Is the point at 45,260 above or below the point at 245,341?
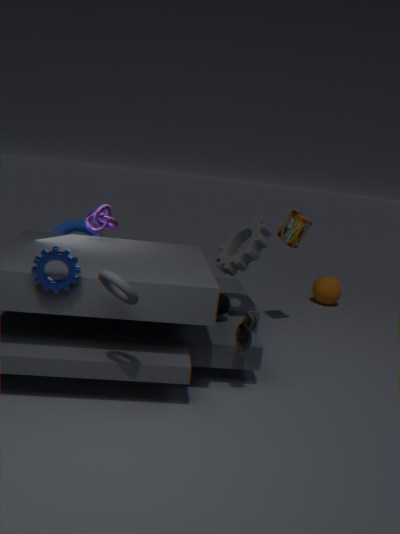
above
